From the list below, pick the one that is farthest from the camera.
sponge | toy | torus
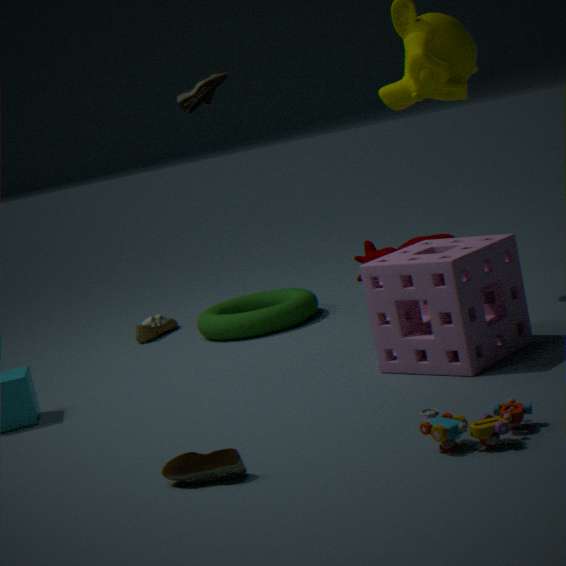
torus
